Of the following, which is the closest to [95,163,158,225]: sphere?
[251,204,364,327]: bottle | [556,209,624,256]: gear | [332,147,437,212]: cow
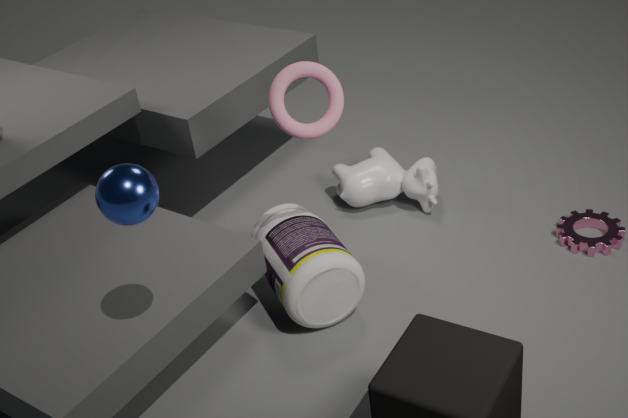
[251,204,364,327]: bottle
